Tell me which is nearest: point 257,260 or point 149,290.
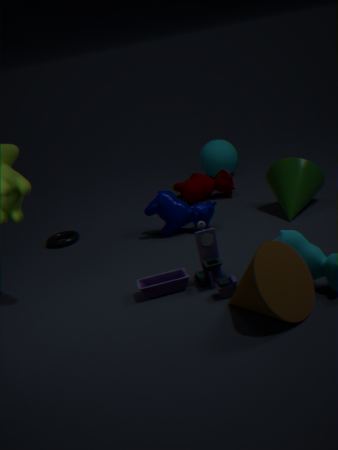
point 257,260
